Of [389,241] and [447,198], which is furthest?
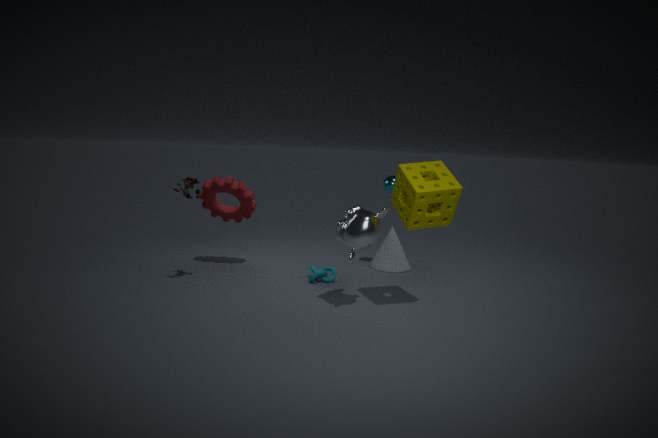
[389,241]
